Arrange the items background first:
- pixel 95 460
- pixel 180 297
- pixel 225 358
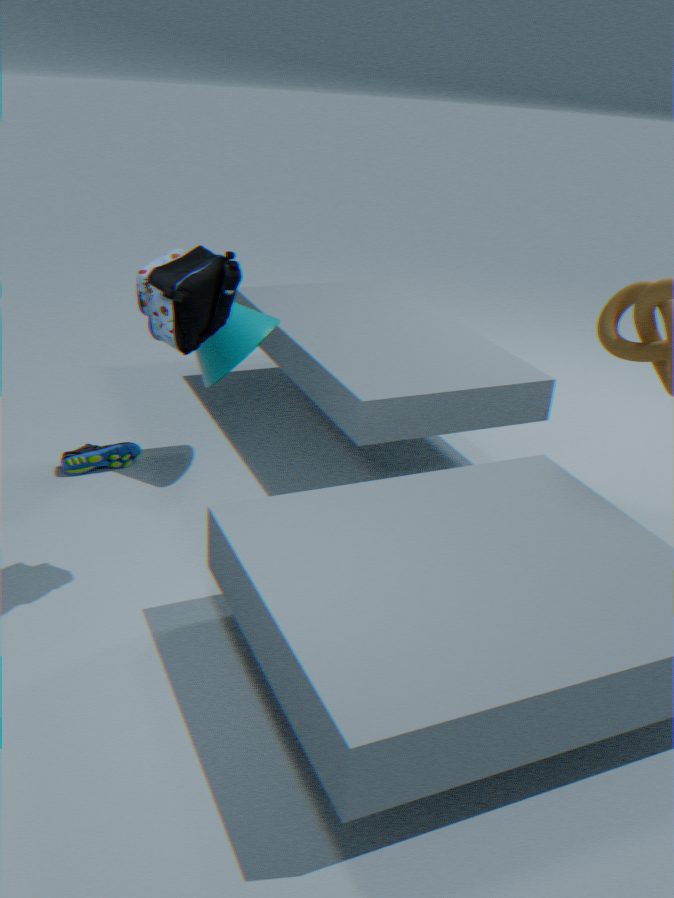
pixel 95 460 → pixel 225 358 → pixel 180 297
